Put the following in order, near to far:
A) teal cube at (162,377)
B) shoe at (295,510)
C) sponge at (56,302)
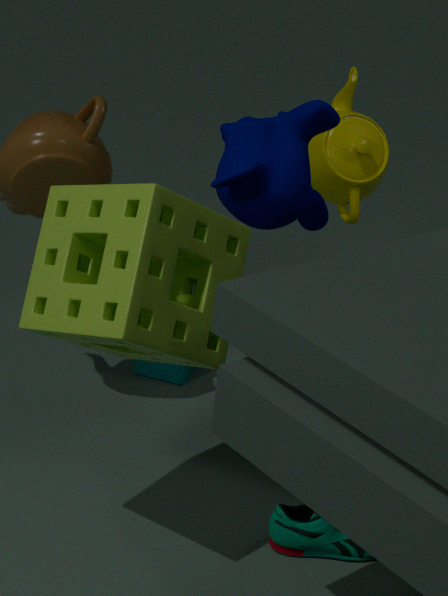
sponge at (56,302), shoe at (295,510), teal cube at (162,377)
